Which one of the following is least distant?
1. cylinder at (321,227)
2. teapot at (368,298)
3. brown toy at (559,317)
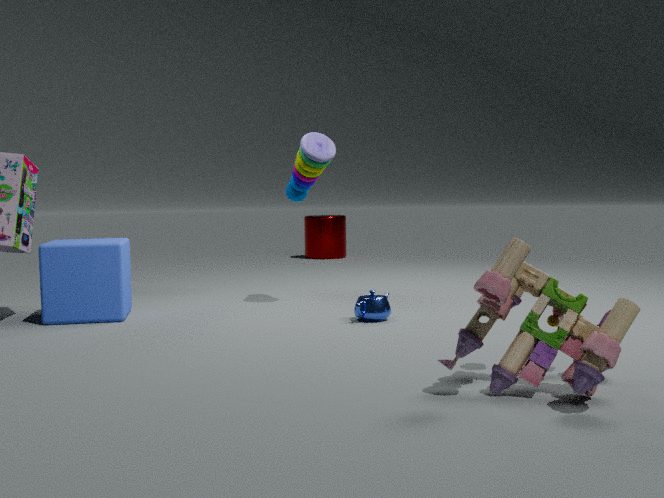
brown toy at (559,317)
